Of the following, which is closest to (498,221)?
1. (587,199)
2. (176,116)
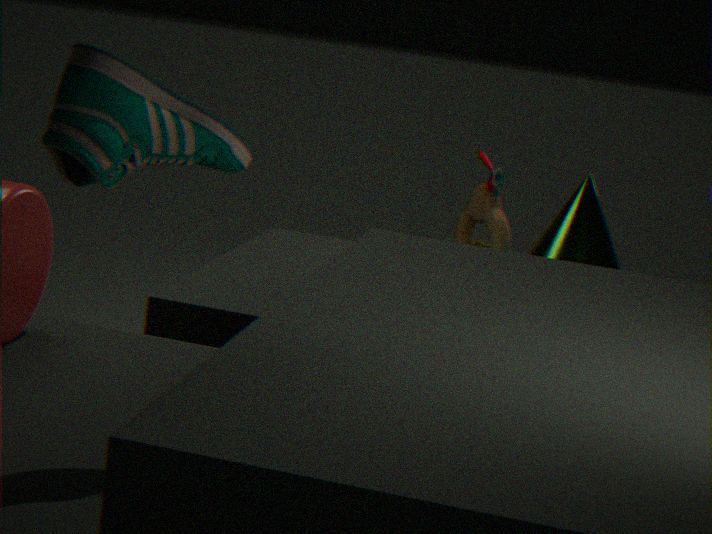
(587,199)
